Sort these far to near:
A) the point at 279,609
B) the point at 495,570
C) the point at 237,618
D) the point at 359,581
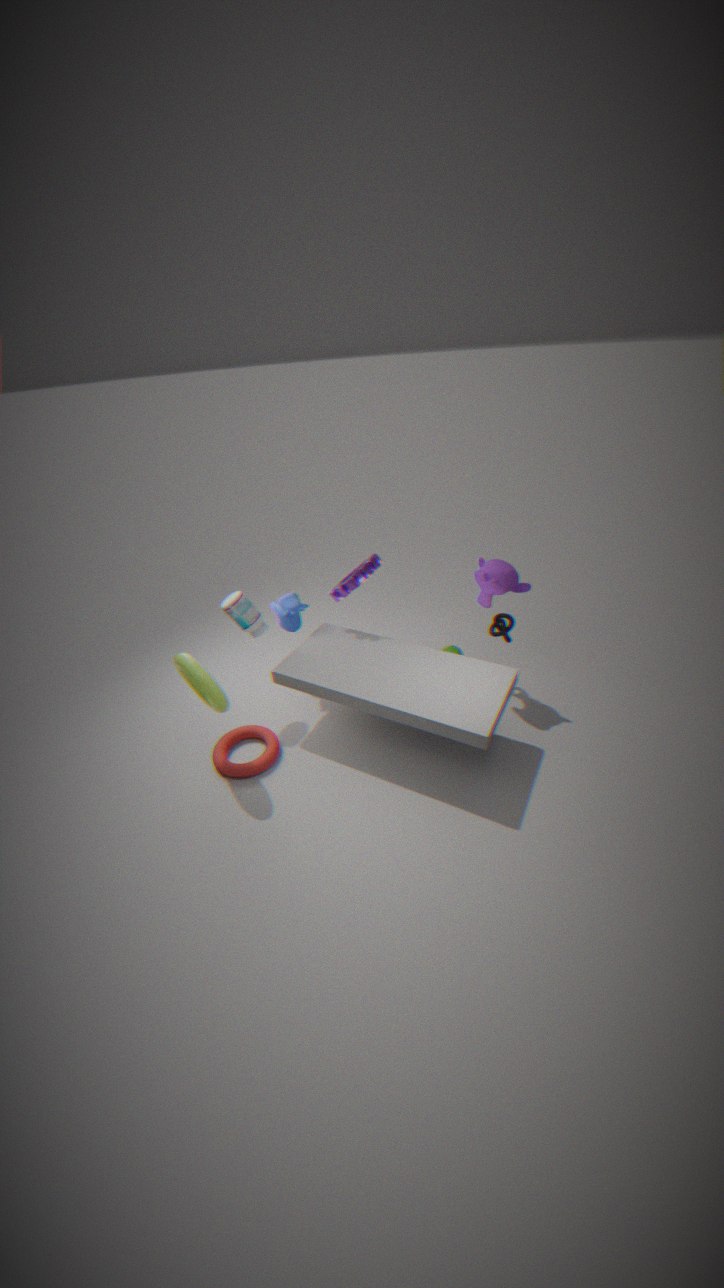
the point at 279,609 → the point at 359,581 → the point at 237,618 → the point at 495,570
